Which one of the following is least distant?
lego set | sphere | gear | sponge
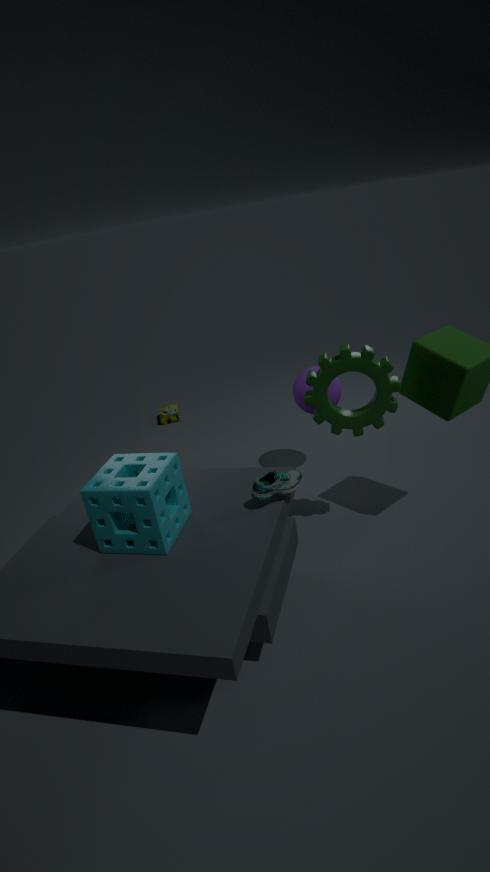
sponge
